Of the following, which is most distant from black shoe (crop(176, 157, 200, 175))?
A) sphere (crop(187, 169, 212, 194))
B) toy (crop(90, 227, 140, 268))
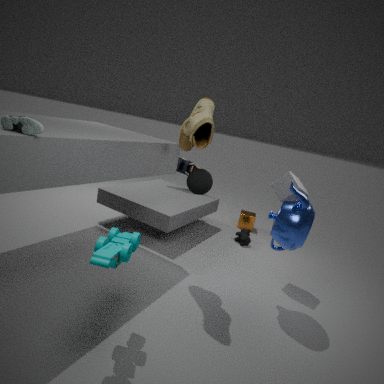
toy (crop(90, 227, 140, 268))
